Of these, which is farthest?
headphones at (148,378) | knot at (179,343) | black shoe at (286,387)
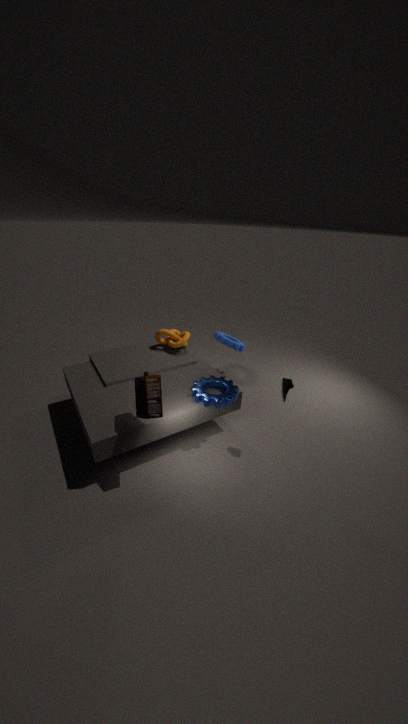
knot at (179,343)
